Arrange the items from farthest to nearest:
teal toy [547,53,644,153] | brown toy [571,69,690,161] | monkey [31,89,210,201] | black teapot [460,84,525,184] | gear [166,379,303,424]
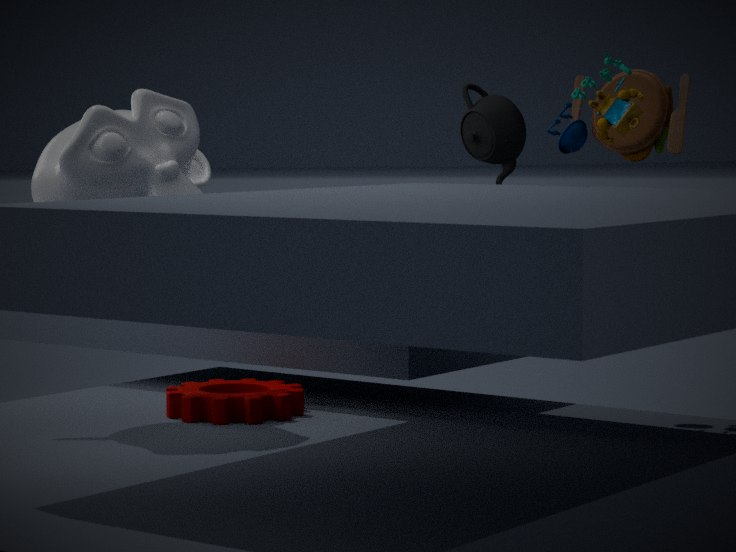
black teapot [460,84,525,184], brown toy [571,69,690,161], teal toy [547,53,644,153], gear [166,379,303,424], monkey [31,89,210,201]
